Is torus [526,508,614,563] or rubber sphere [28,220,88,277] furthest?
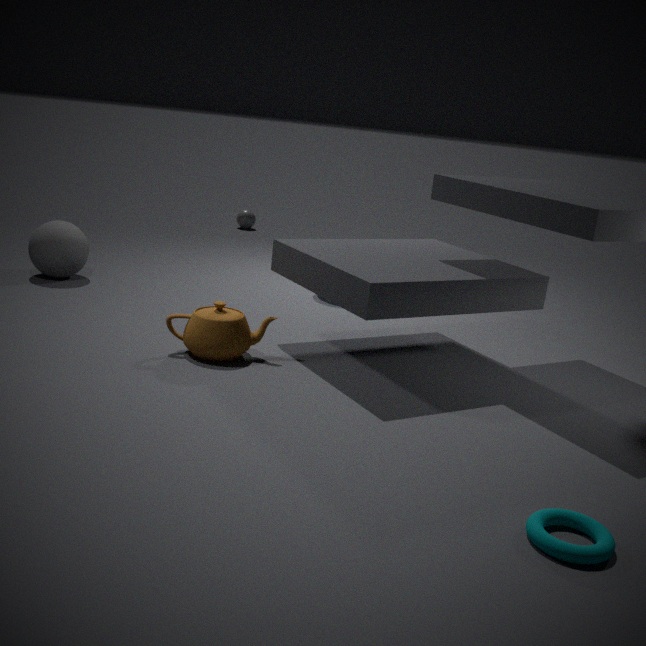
rubber sphere [28,220,88,277]
